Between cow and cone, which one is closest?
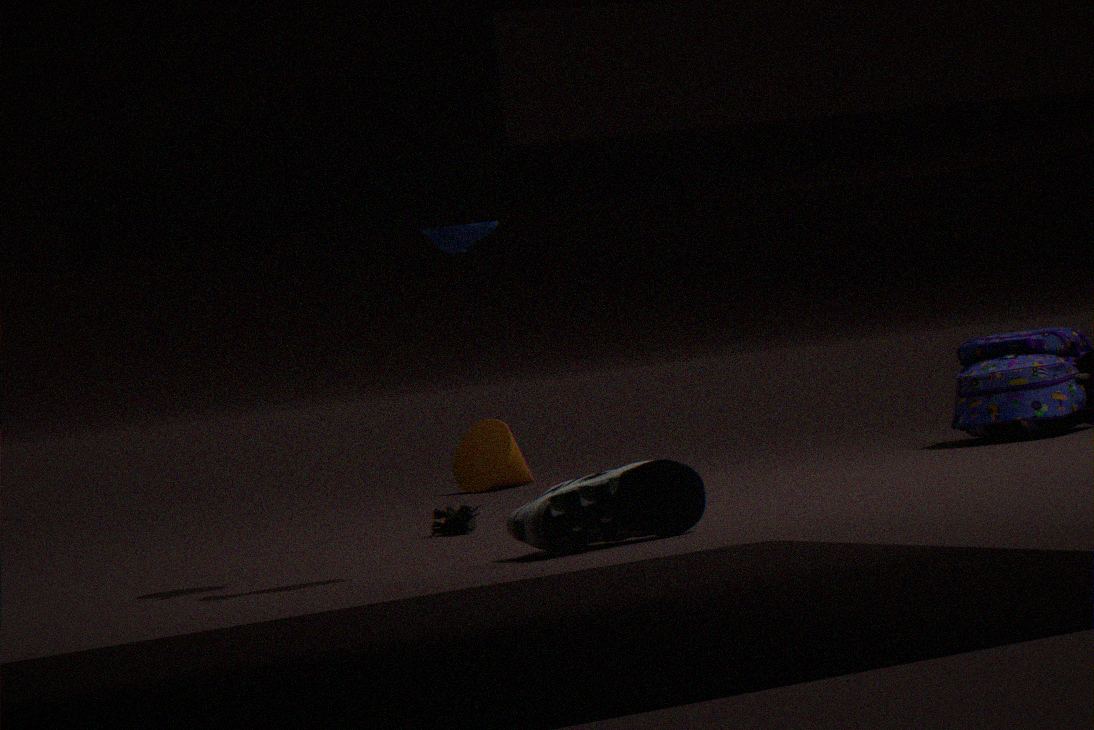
cow
